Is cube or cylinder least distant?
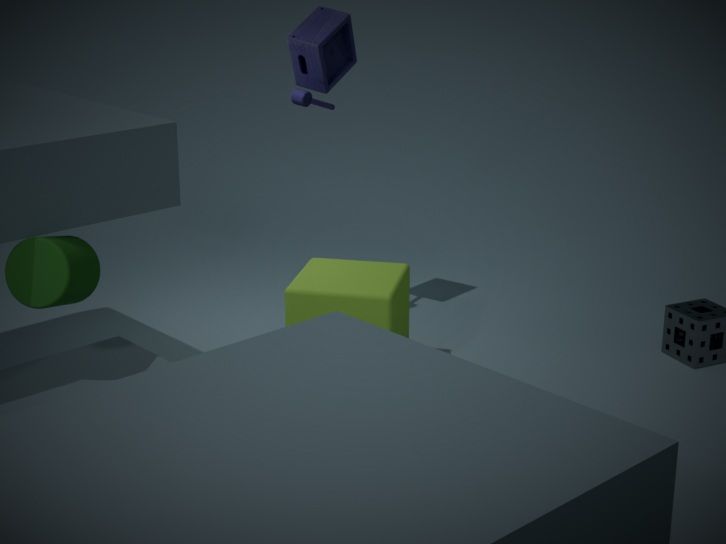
cylinder
